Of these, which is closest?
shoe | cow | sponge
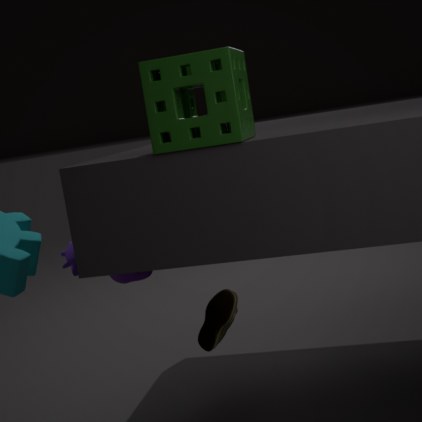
sponge
